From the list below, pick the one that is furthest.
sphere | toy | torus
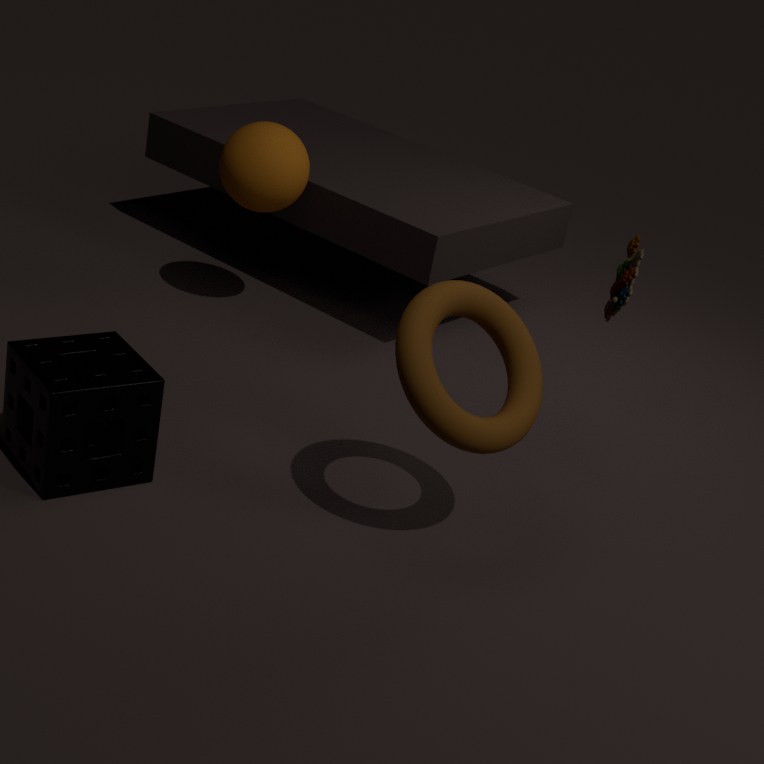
sphere
